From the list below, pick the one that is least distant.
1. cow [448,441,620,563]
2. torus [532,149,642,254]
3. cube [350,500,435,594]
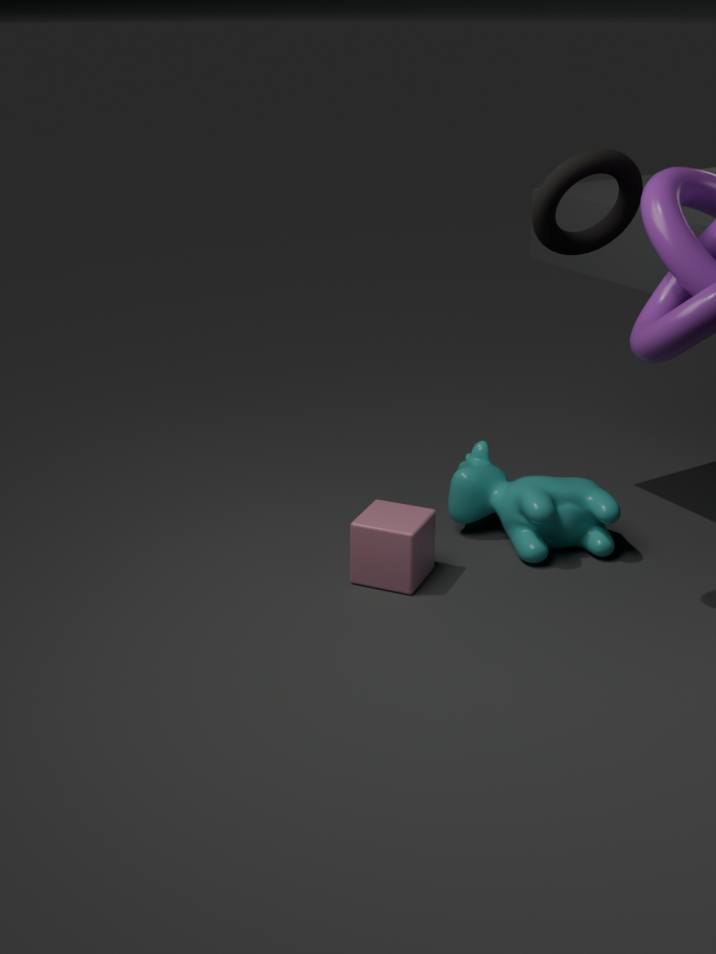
torus [532,149,642,254]
